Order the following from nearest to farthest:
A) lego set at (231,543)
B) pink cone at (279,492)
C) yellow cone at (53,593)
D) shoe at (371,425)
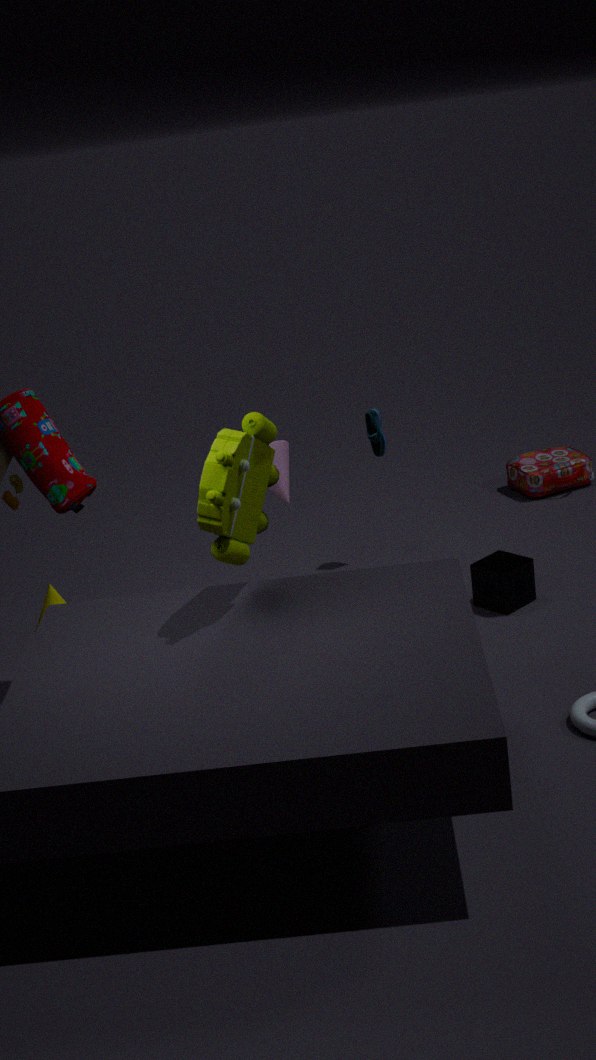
lego set at (231,543), pink cone at (279,492), yellow cone at (53,593), shoe at (371,425)
